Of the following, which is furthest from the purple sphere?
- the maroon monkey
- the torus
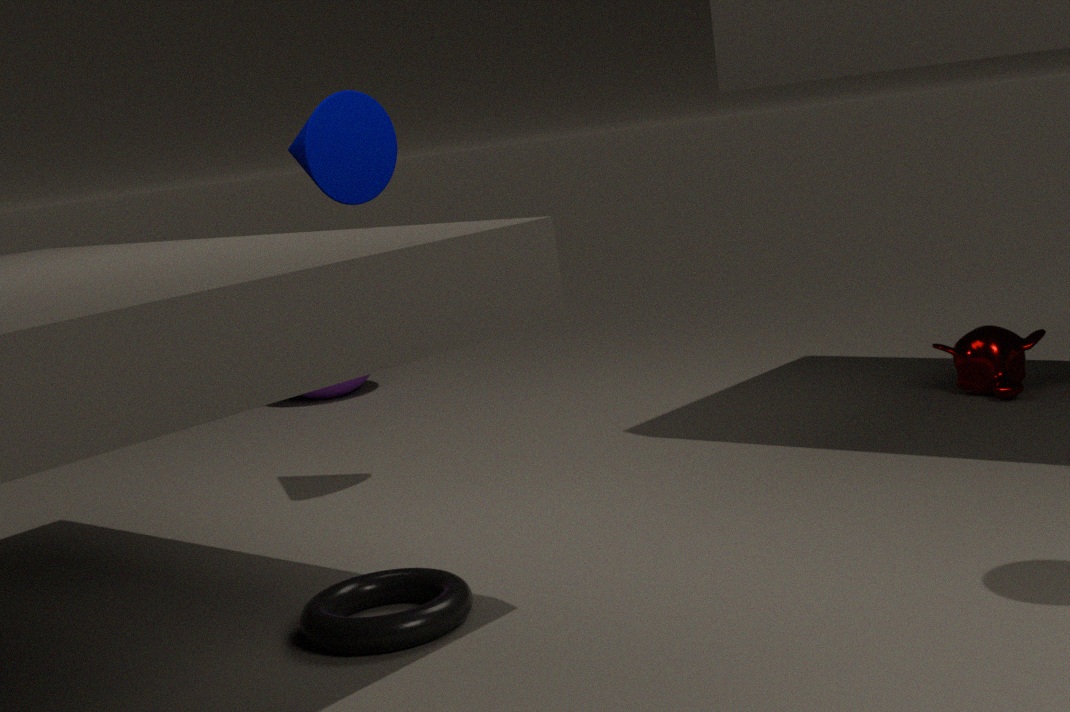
the torus
